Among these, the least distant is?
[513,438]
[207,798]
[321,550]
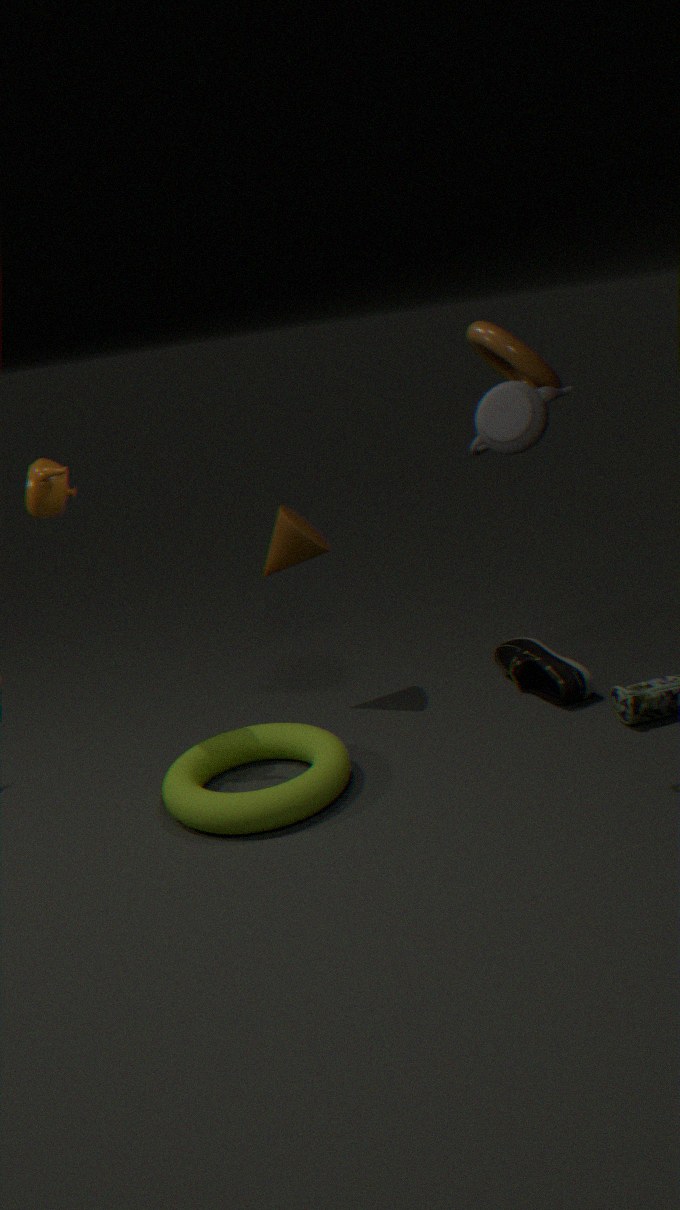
[513,438]
